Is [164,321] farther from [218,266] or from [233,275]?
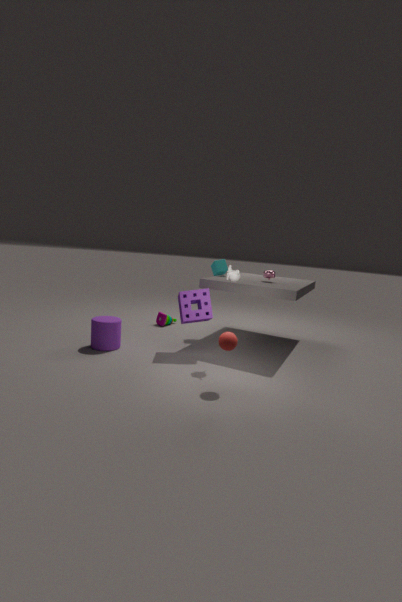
[233,275]
